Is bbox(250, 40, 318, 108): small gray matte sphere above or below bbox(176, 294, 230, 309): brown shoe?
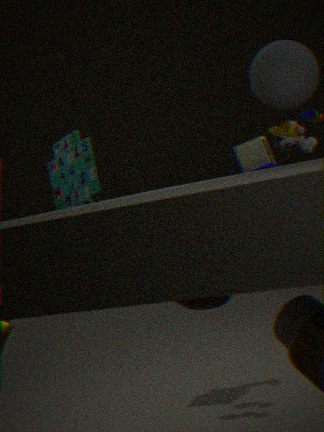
above
